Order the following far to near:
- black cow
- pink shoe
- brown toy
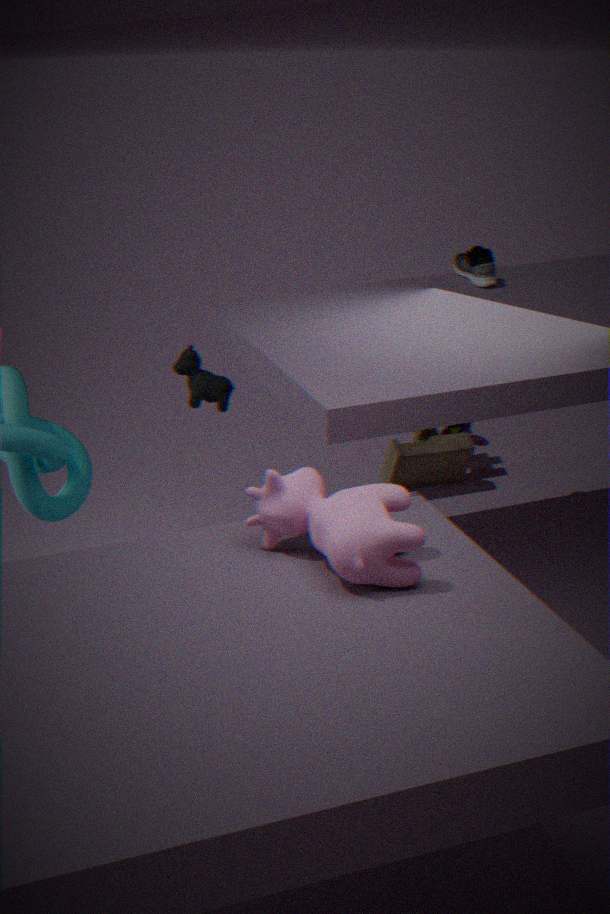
brown toy
pink shoe
black cow
